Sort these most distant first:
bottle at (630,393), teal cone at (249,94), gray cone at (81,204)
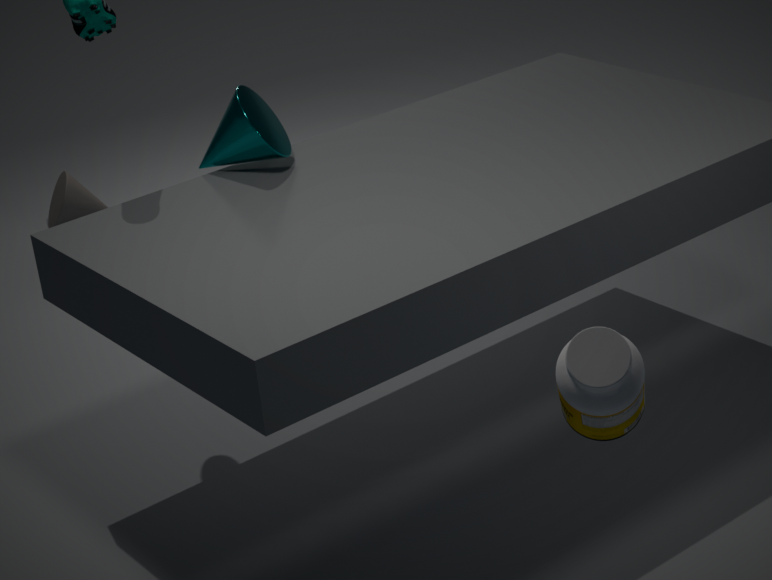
1. gray cone at (81,204)
2. teal cone at (249,94)
3. bottle at (630,393)
